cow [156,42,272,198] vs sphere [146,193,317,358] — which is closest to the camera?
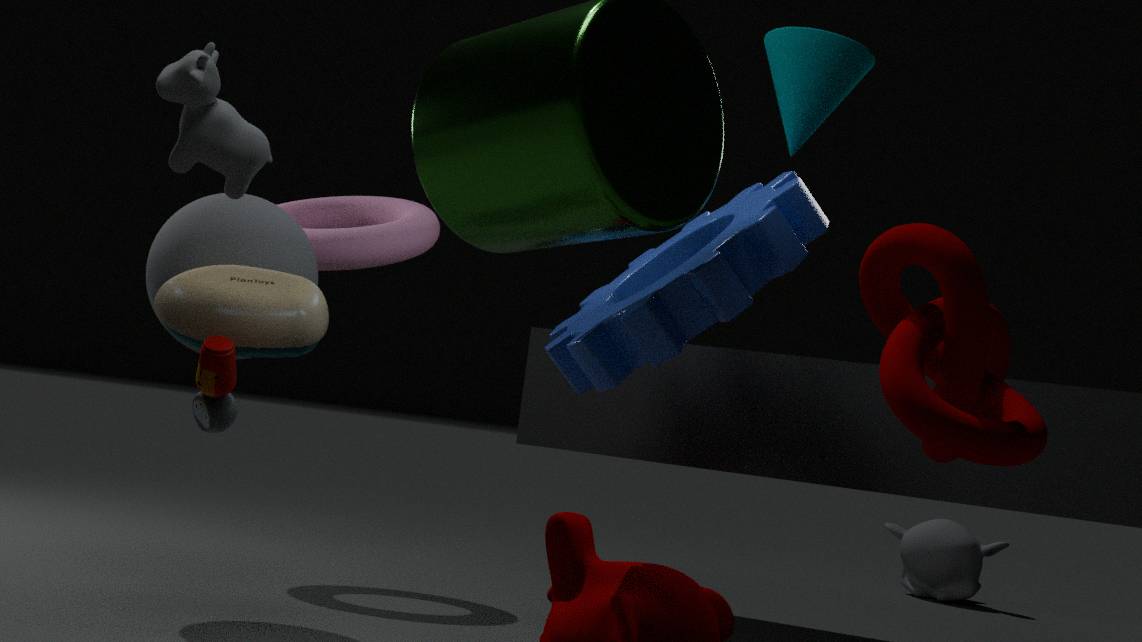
cow [156,42,272,198]
